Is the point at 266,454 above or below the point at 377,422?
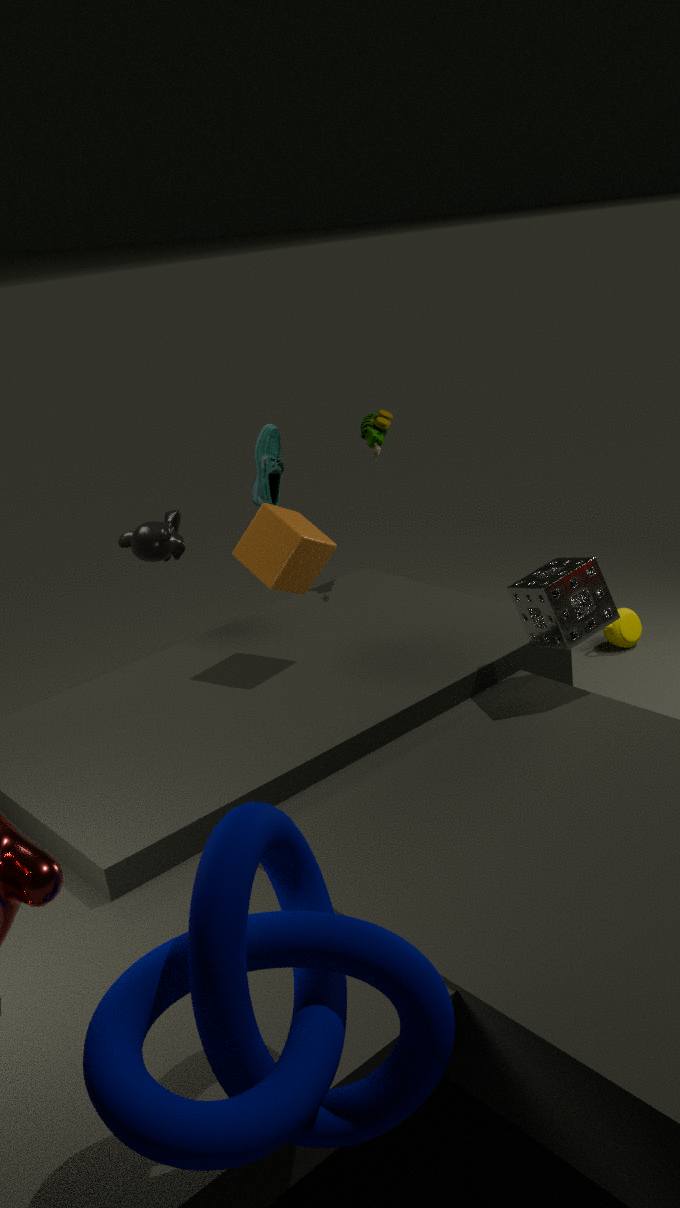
below
